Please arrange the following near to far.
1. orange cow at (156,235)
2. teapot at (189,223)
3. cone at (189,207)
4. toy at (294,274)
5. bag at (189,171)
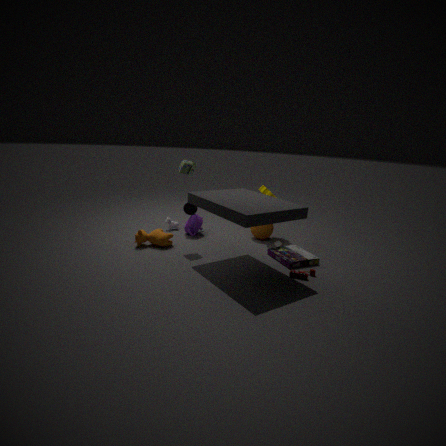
toy at (294,274) → bag at (189,171) → orange cow at (156,235) → teapot at (189,223) → cone at (189,207)
